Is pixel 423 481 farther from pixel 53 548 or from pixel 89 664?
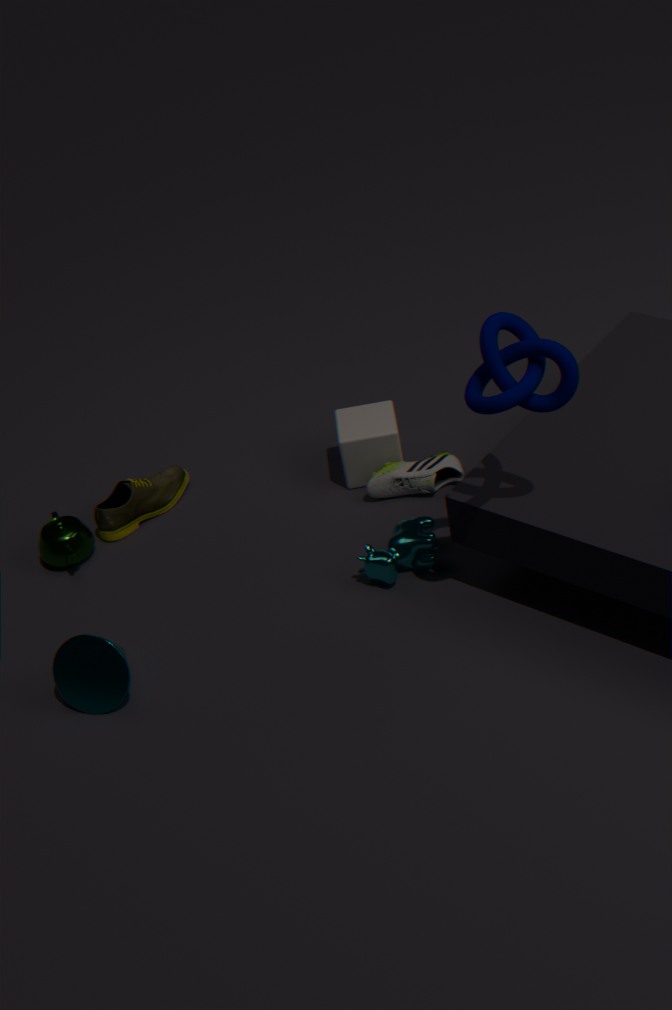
pixel 89 664
